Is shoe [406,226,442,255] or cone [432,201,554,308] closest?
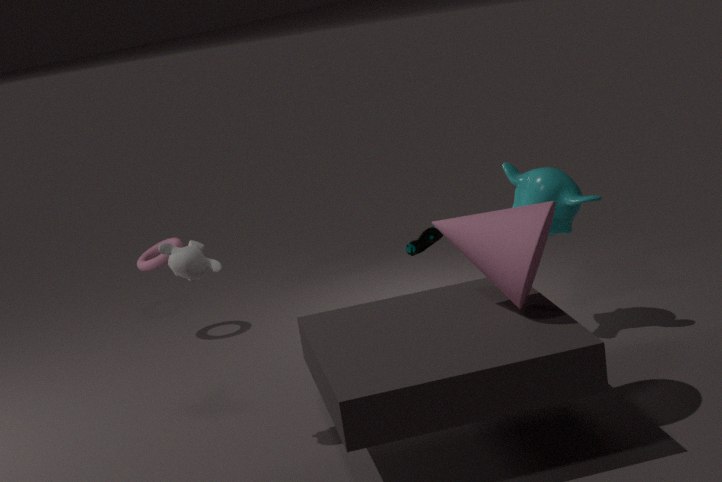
cone [432,201,554,308]
